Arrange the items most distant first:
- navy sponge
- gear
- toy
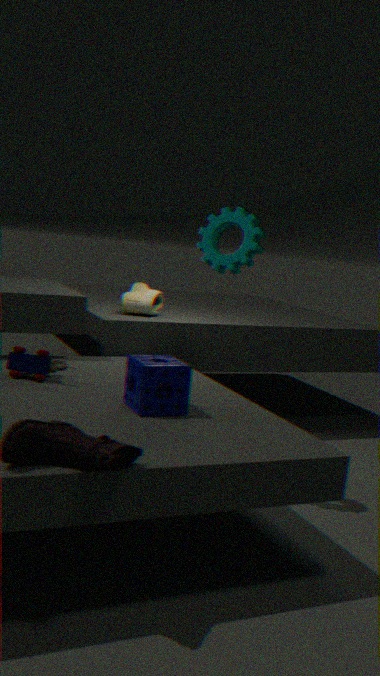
gear < toy < navy sponge
